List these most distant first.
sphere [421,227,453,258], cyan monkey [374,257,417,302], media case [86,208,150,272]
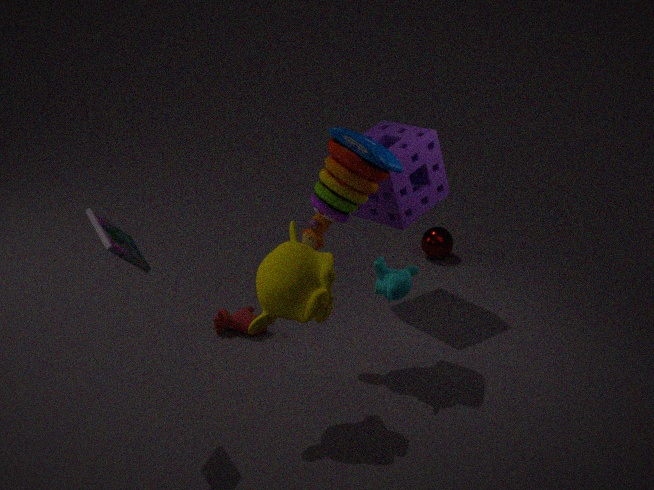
sphere [421,227,453,258] → cyan monkey [374,257,417,302] → media case [86,208,150,272]
